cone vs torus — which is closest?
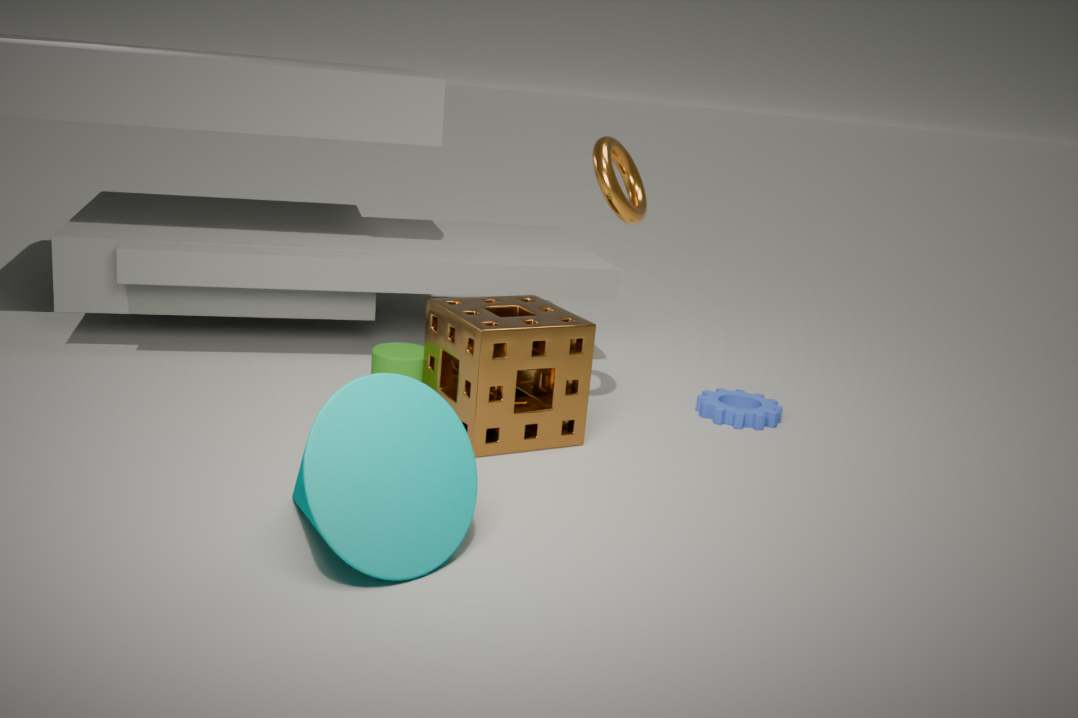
cone
